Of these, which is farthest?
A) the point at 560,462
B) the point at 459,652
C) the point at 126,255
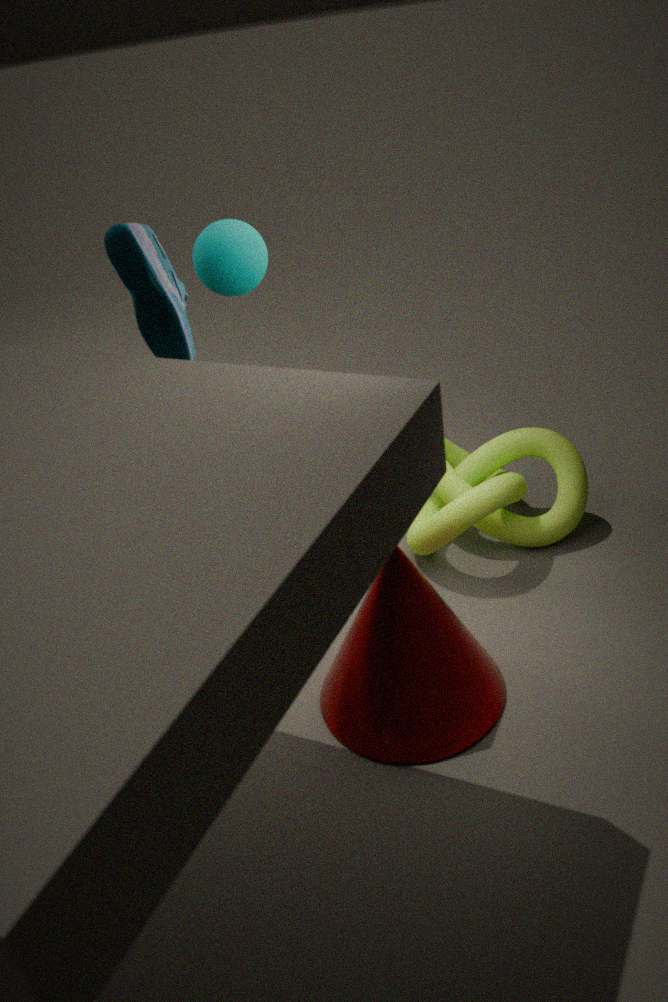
the point at 560,462
